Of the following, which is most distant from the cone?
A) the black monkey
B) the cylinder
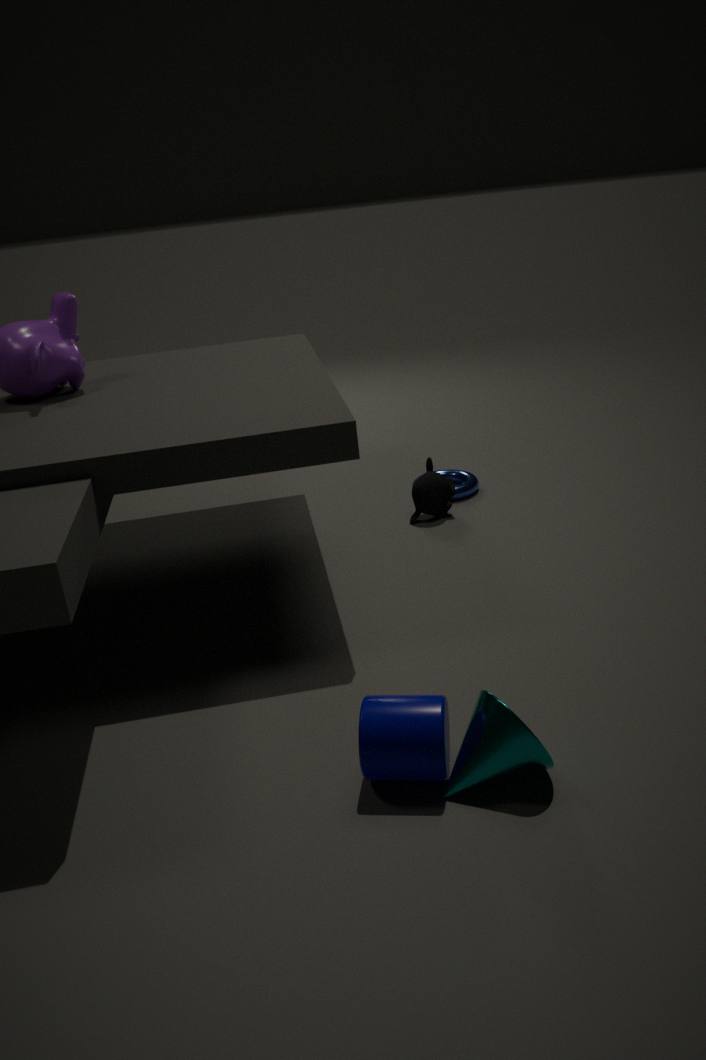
the black monkey
